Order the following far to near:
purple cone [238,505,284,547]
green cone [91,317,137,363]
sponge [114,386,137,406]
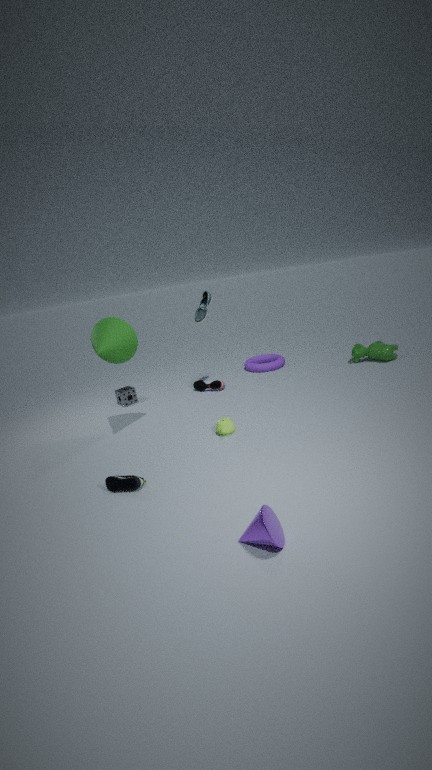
sponge [114,386,137,406]
green cone [91,317,137,363]
purple cone [238,505,284,547]
